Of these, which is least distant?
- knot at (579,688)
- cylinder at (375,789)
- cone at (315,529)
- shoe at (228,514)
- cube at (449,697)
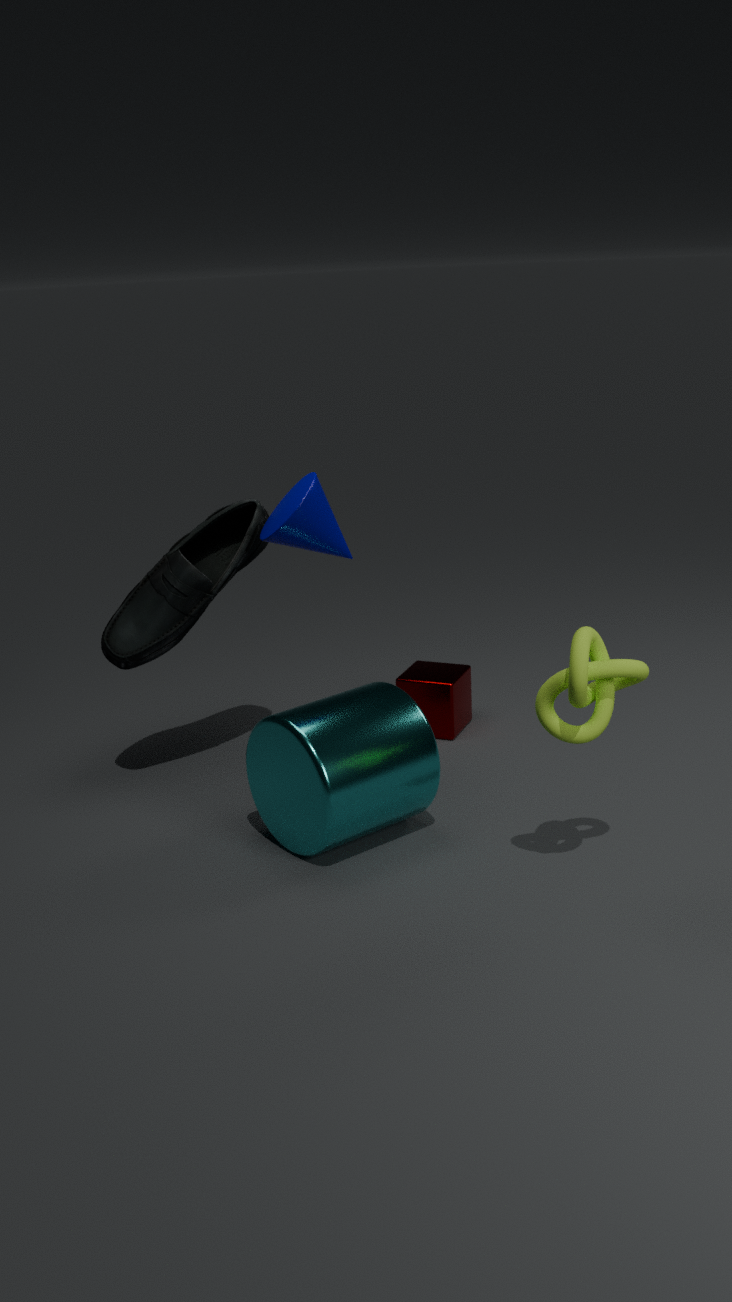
knot at (579,688)
